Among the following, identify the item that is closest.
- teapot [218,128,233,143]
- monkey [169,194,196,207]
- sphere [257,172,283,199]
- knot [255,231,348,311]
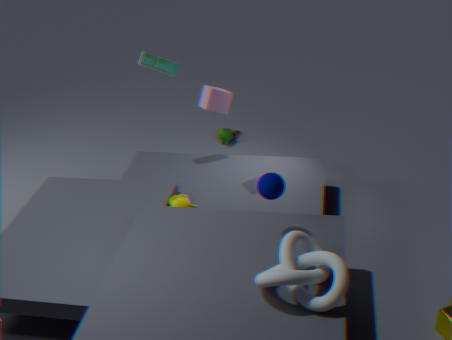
knot [255,231,348,311]
